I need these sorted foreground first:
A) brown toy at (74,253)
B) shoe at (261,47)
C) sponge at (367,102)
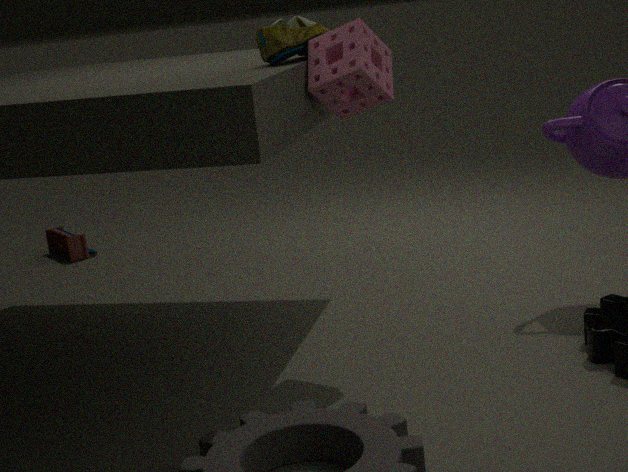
sponge at (367,102) < shoe at (261,47) < brown toy at (74,253)
